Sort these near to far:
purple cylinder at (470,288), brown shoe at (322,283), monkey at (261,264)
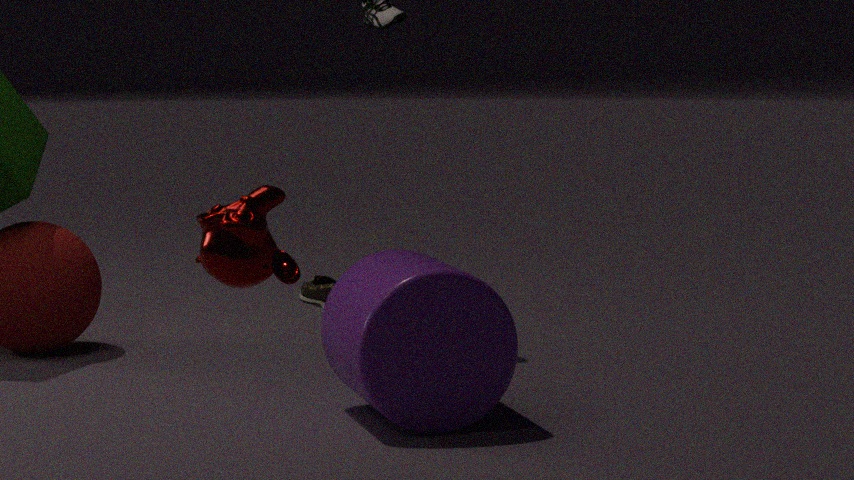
monkey at (261,264) < purple cylinder at (470,288) < brown shoe at (322,283)
